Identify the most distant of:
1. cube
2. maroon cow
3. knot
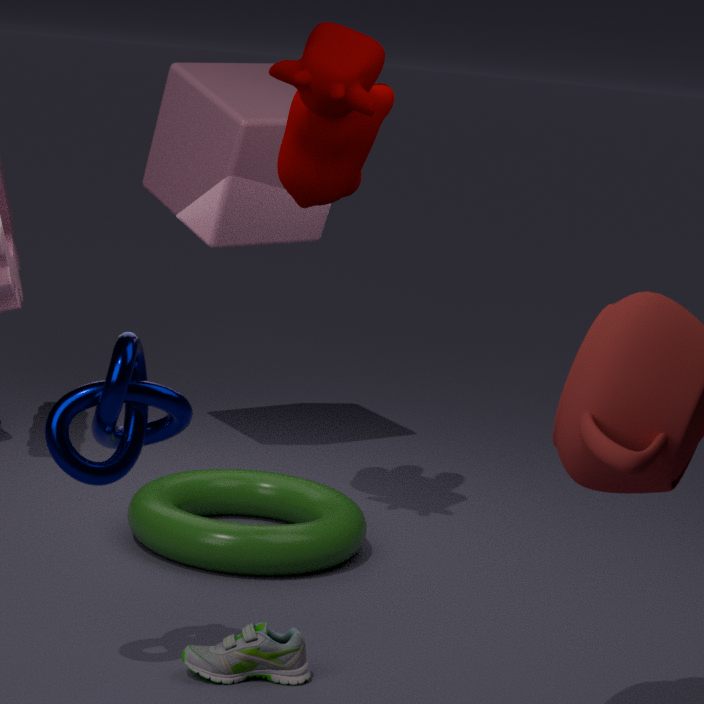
cube
